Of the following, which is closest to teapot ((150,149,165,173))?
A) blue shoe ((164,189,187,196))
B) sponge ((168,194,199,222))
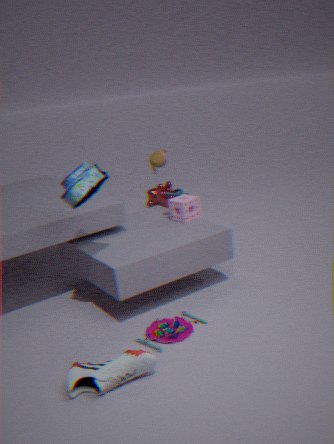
blue shoe ((164,189,187,196))
